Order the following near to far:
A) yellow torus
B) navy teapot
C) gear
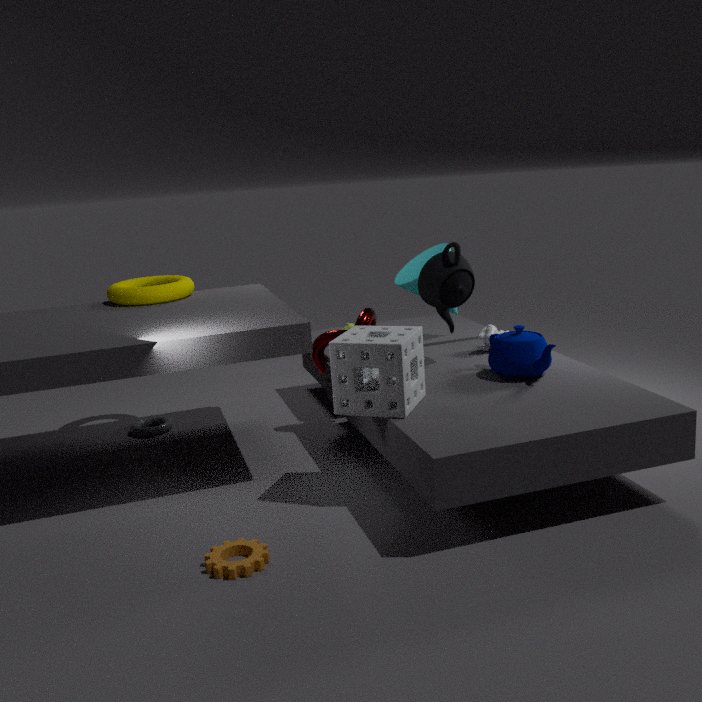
1. gear
2. navy teapot
3. yellow torus
